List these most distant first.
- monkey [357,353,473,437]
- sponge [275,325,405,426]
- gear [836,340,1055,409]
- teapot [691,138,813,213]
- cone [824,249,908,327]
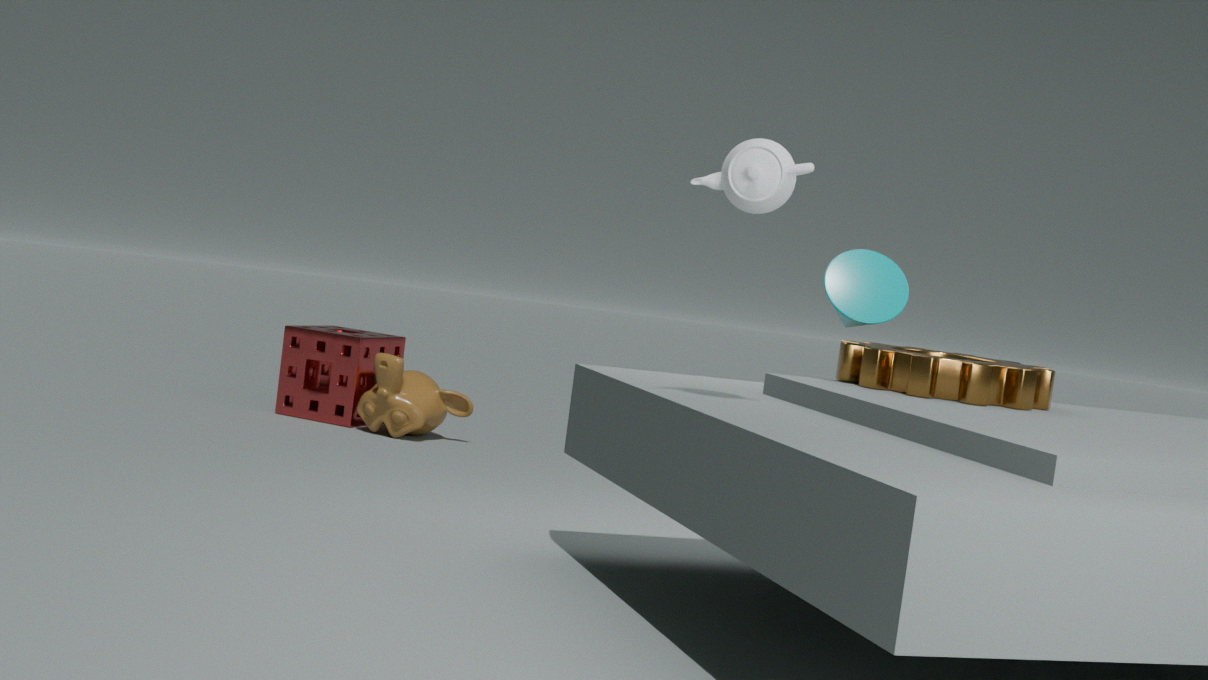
sponge [275,325,405,426], monkey [357,353,473,437], cone [824,249,908,327], gear [836,340,1055,409], teapot [691,138,813,213]
